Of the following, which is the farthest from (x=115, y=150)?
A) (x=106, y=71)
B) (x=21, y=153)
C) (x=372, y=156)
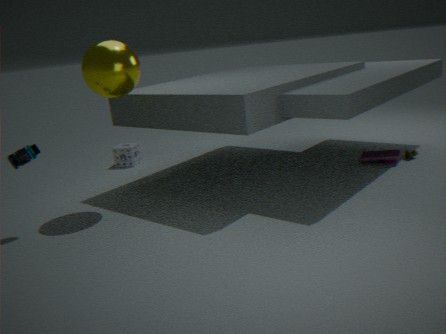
(x=372, y=156)
